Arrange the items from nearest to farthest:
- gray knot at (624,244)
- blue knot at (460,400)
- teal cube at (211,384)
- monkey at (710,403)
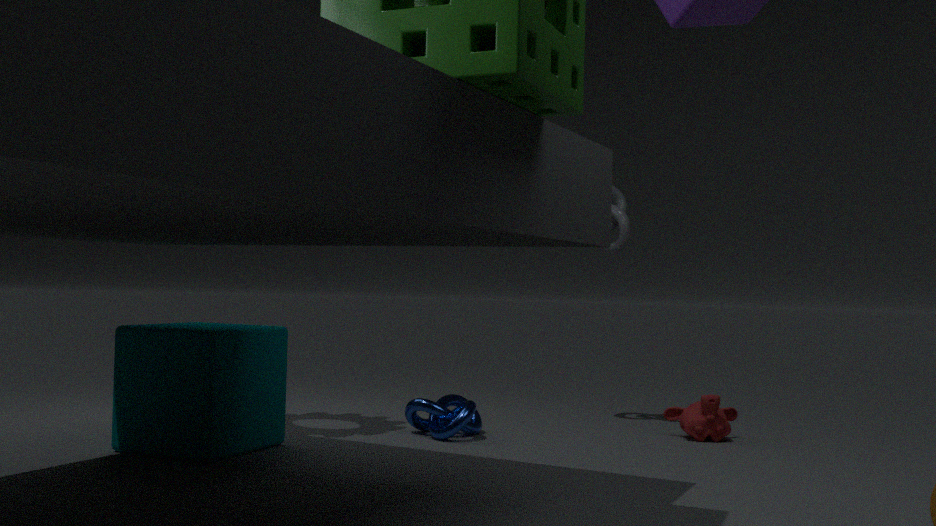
teal cube at (211,384)
blue knot at (460,400)
monkey at (710,403)
gray knot at (624,244)
